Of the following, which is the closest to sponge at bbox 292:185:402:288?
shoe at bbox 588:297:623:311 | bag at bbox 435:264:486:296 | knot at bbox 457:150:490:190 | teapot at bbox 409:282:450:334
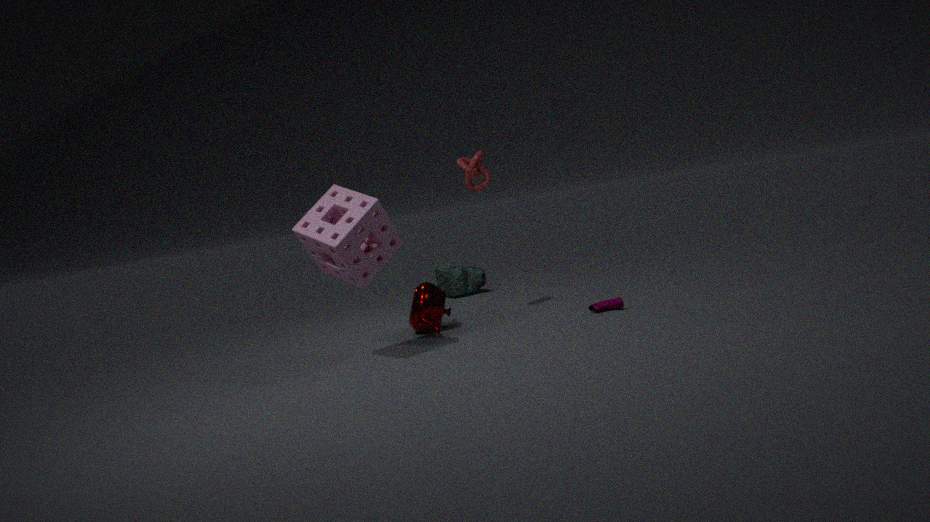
teapot at bbox 409:282:450:334
